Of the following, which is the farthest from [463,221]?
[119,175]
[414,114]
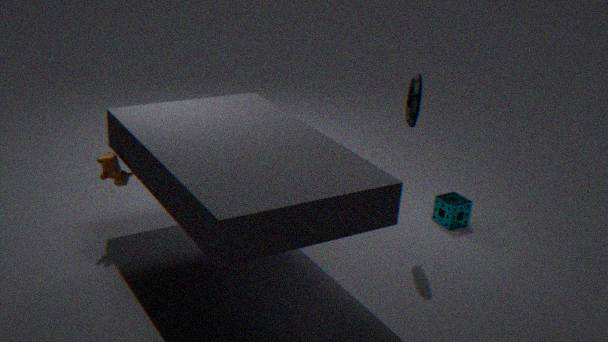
[119,175]
